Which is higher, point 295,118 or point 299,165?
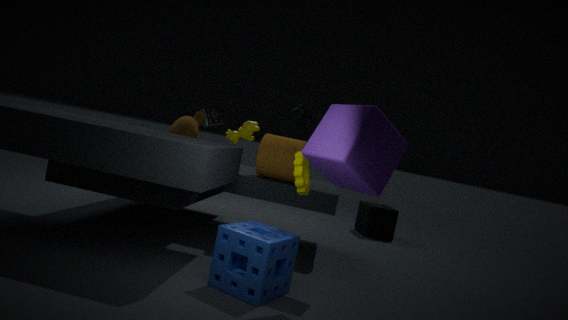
point 295,118
